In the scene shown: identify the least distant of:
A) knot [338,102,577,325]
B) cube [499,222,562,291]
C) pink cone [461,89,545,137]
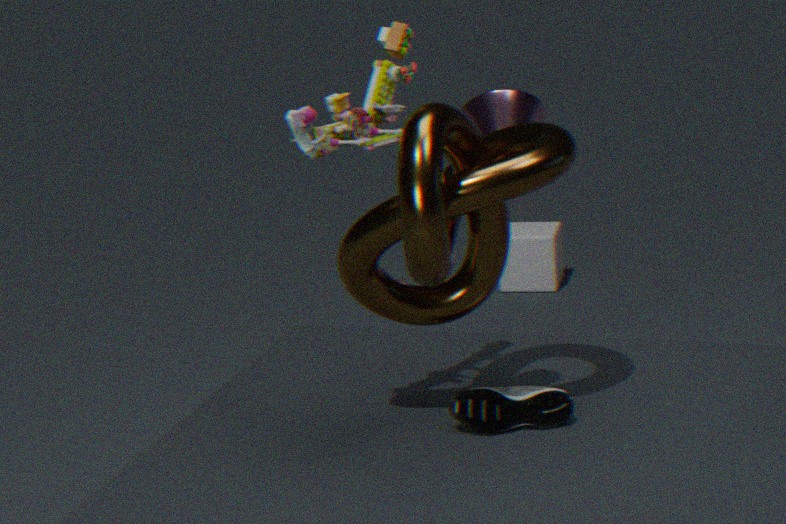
knot [338,102,577,325]
